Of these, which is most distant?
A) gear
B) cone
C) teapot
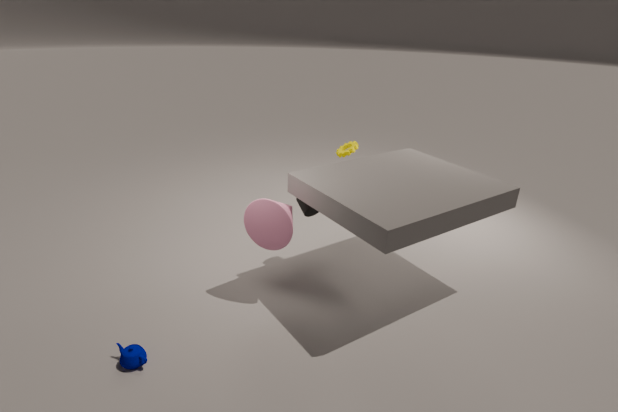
gear
